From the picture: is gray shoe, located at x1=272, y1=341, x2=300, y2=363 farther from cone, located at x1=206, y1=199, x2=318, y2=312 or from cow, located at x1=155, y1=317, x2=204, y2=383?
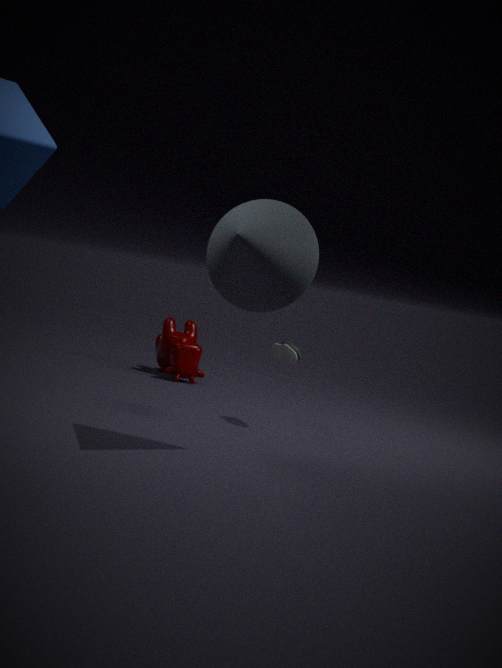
cow, located at x1=155, y1=317, x2=204, y2=383
